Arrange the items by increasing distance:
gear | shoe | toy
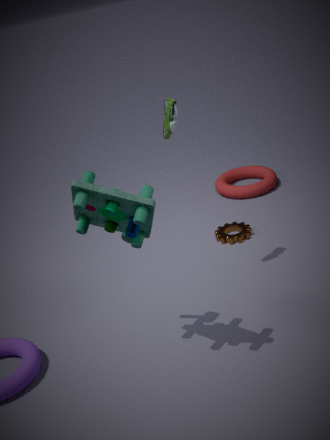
1. toy
2. shoe
3. gear
